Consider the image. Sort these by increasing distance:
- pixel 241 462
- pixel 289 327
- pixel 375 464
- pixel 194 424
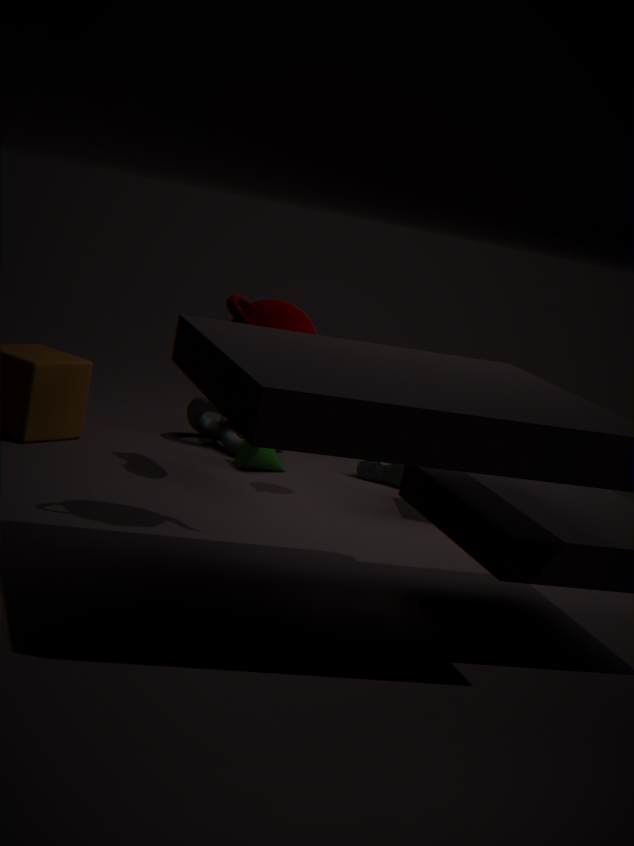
pixel 289 327
pixel 241 462
pixel 375 464
pixel 194 424
